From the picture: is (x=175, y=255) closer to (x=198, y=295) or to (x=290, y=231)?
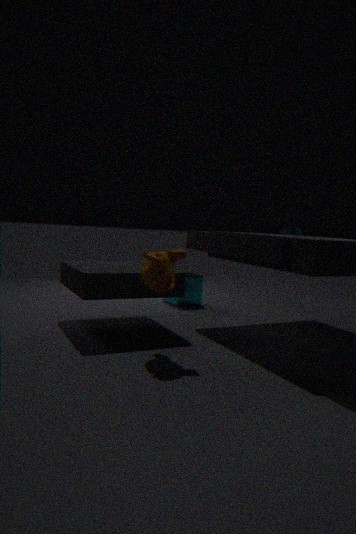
(x=290, y=231)
